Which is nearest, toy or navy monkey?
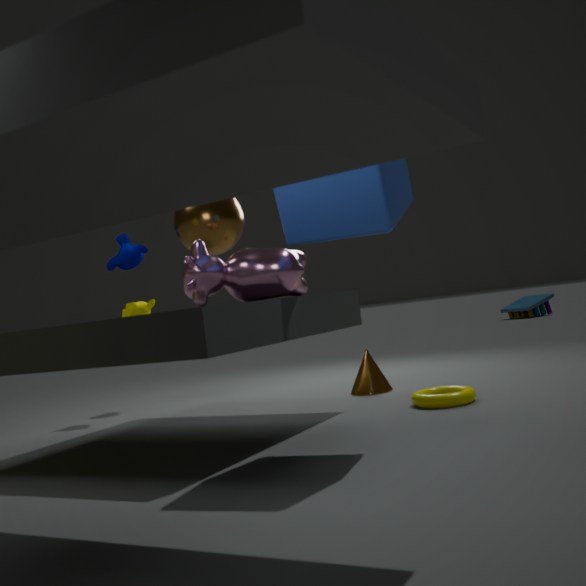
navy monkey
